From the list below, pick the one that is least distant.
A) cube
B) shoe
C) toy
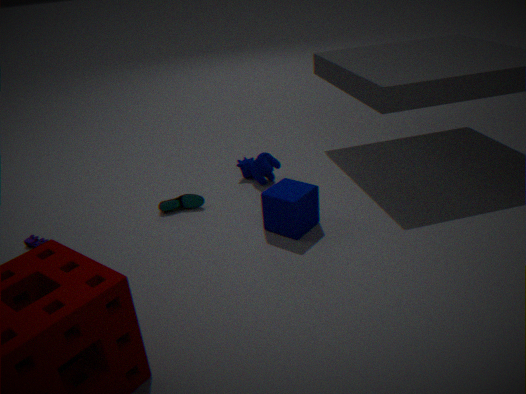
A. cube
